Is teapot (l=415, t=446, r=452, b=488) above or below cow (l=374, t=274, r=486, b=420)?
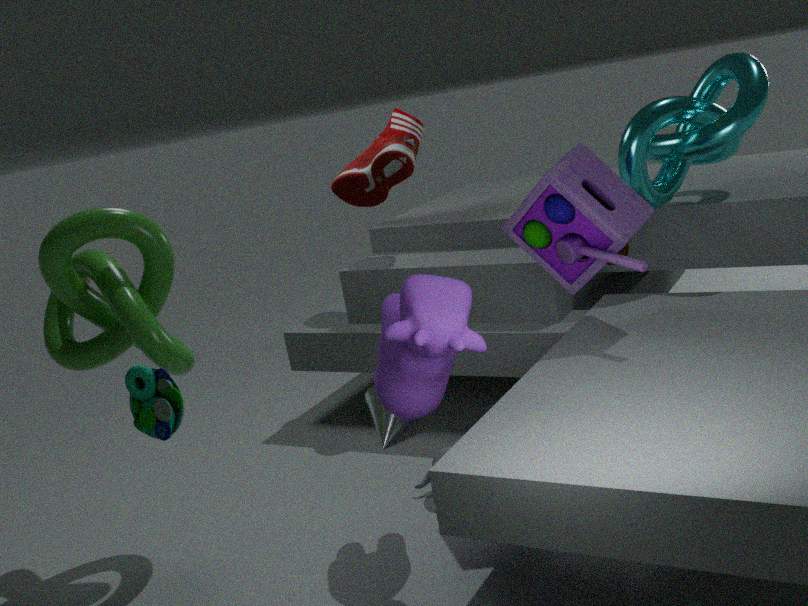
below
